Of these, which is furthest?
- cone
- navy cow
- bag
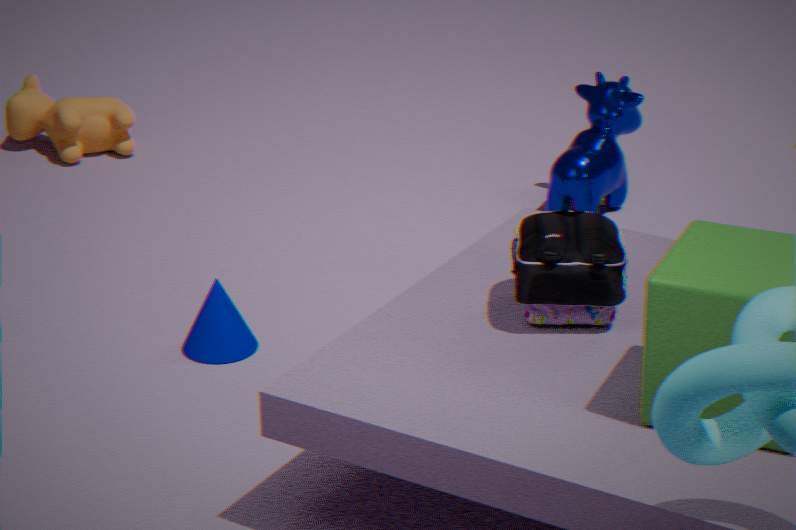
navy cow
